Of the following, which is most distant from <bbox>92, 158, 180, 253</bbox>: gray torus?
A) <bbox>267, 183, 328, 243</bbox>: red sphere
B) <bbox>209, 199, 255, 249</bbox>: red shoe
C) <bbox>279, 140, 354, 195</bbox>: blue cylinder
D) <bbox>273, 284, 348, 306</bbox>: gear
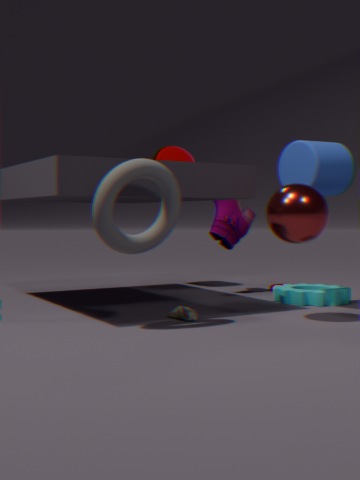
<bbox>209, 199, 255, 249</bbox>: red shoe
